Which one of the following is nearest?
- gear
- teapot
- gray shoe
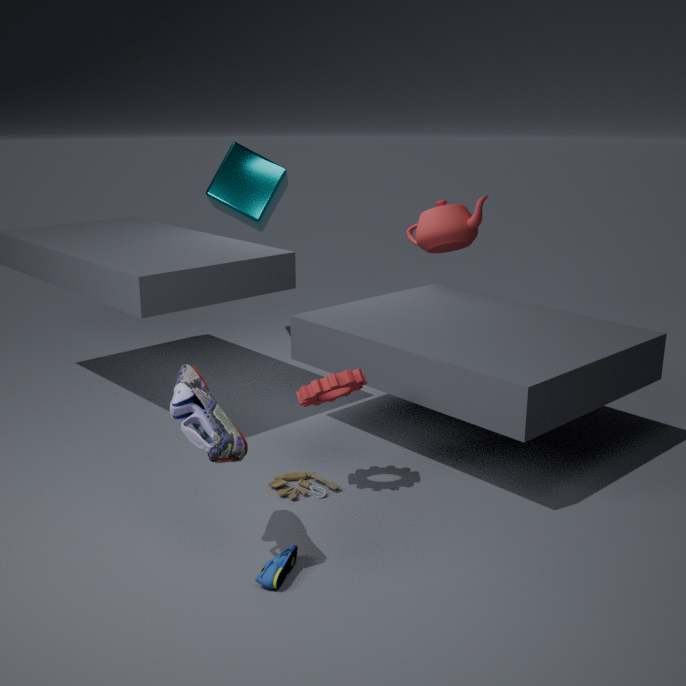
gray shoe
